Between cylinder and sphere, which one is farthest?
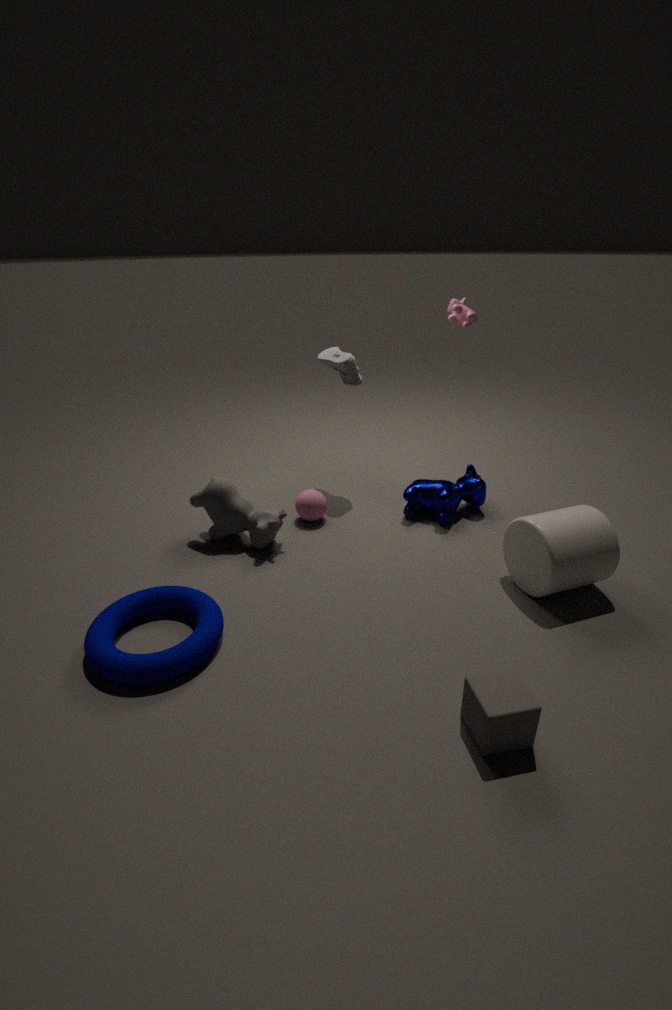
sphere
